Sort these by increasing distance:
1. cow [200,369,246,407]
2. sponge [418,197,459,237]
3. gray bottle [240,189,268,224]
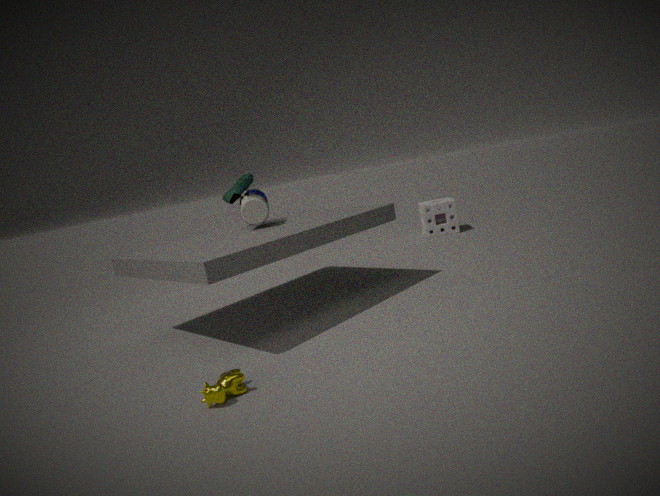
cow [200,369,246,407], gray bottle [240,189,268,224], sponge [418,197,459,237]
